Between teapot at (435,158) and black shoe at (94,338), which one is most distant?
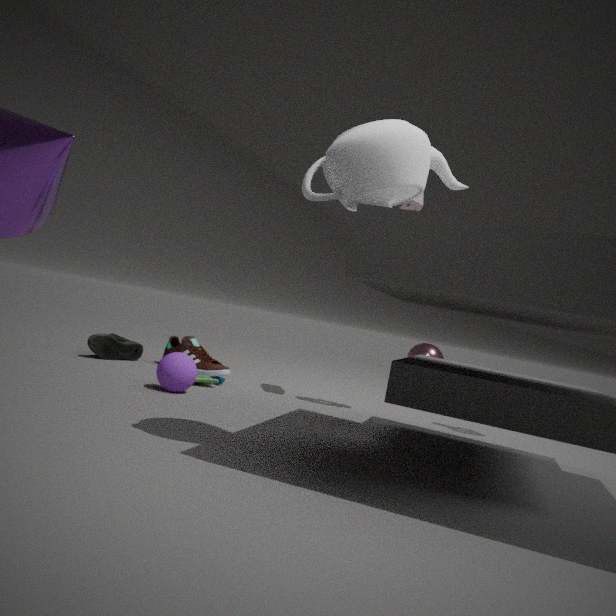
black shoe at (94,338)
